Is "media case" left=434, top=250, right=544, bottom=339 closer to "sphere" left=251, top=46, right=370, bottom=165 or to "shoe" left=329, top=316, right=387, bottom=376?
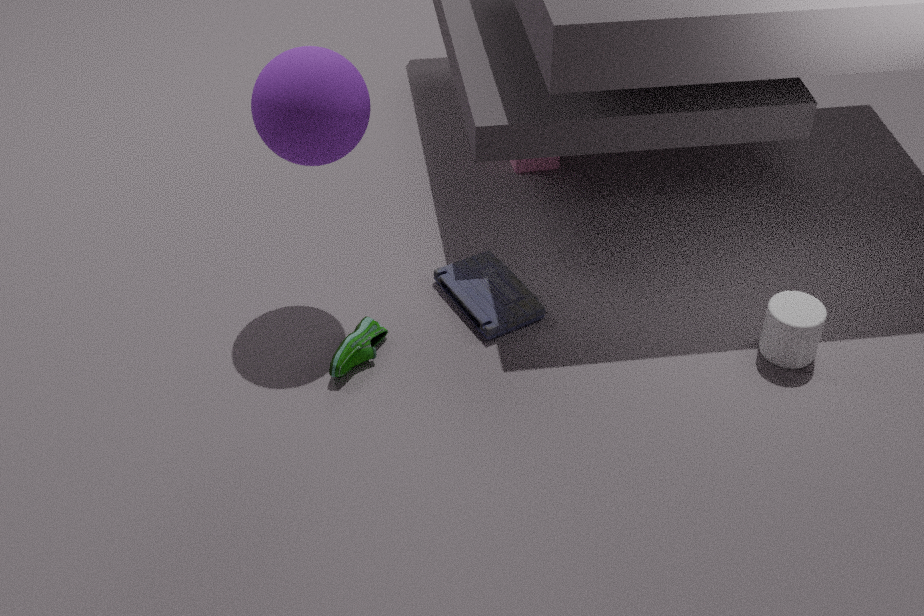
"shoe" left=329, top=316, right=387, bottom=376
